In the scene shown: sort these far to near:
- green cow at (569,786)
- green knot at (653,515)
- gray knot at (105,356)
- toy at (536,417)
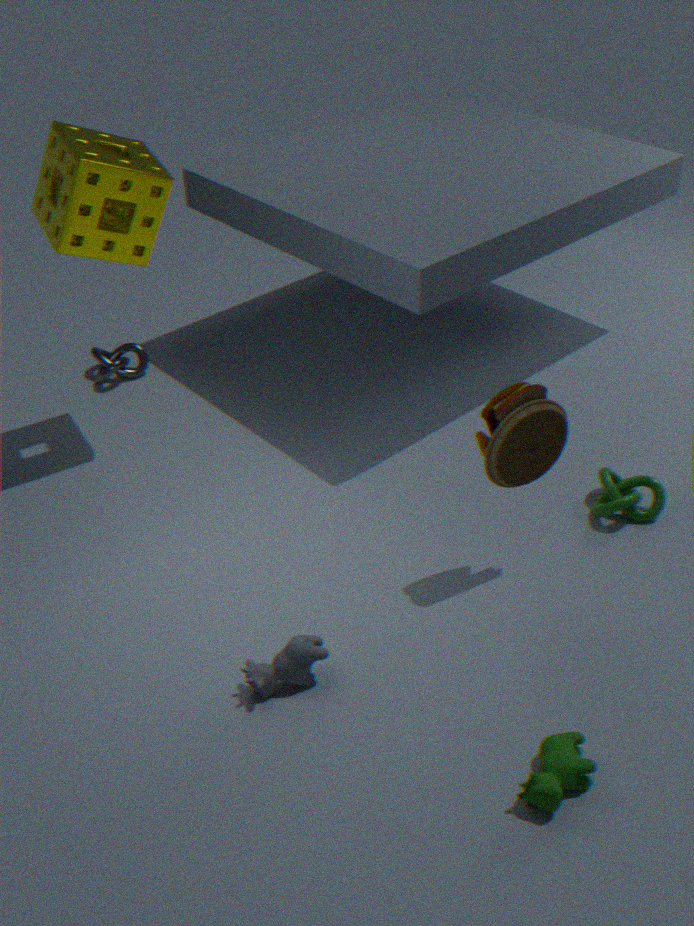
1. gray knot at (105,356)
2. green knot at (653,515)
3. toy at (536,417)
4. green cow at (569,786)
